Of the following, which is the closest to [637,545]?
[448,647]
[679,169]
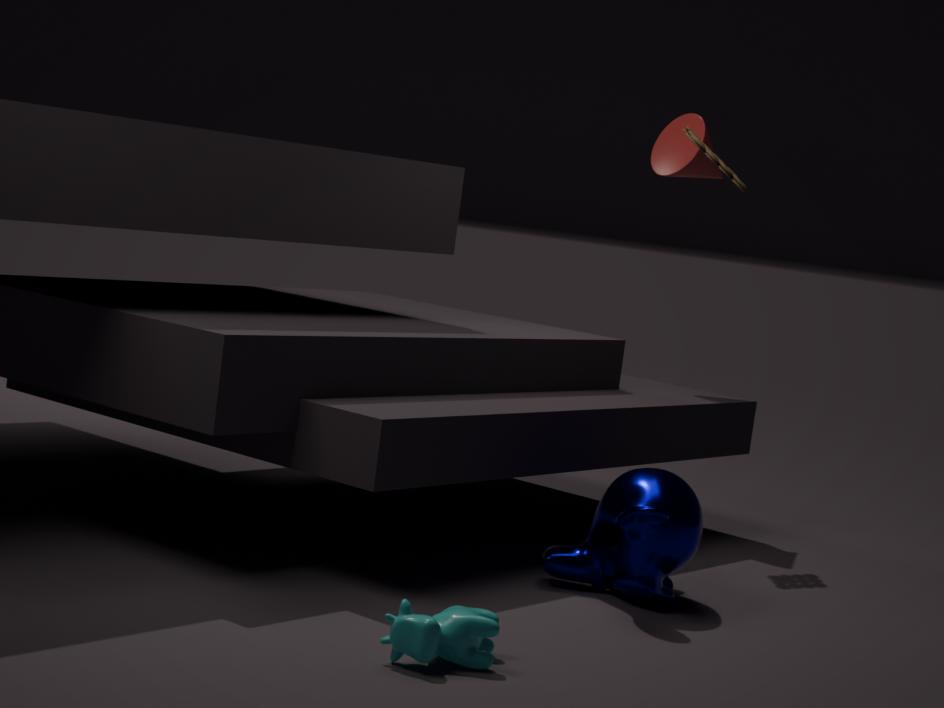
[448,647]
